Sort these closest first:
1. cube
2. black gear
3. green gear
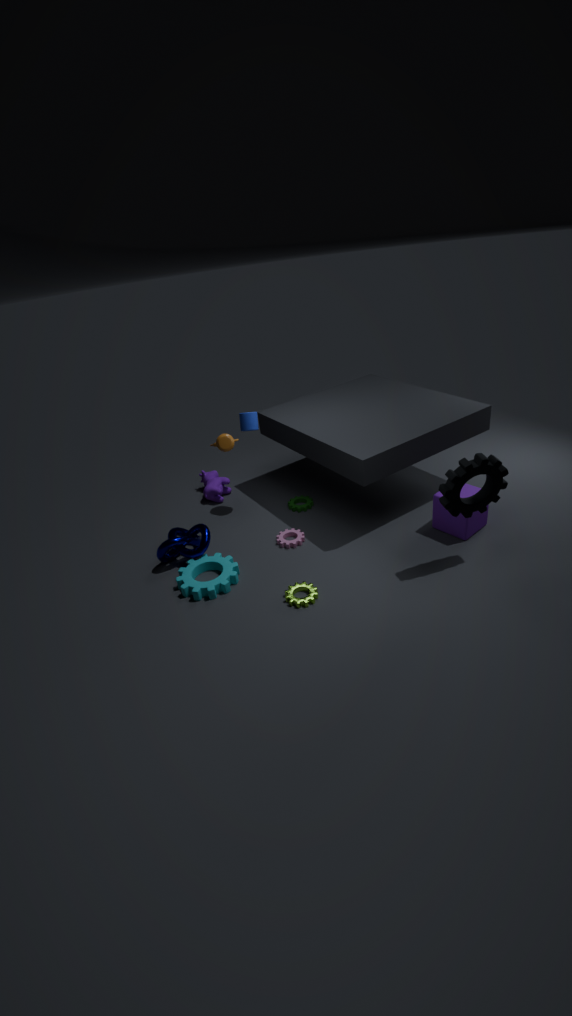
black gear, cube, green gear
